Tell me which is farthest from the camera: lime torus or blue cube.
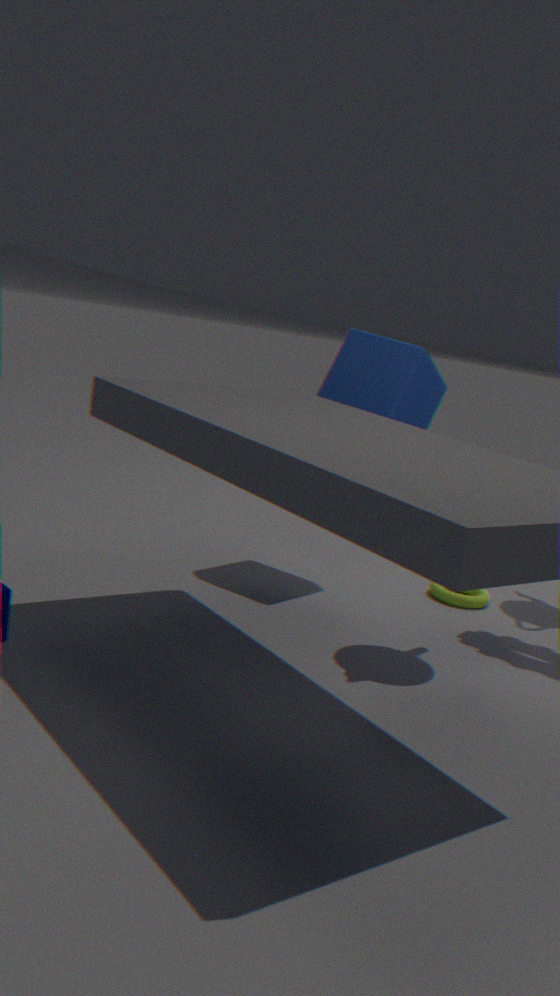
lime torus
